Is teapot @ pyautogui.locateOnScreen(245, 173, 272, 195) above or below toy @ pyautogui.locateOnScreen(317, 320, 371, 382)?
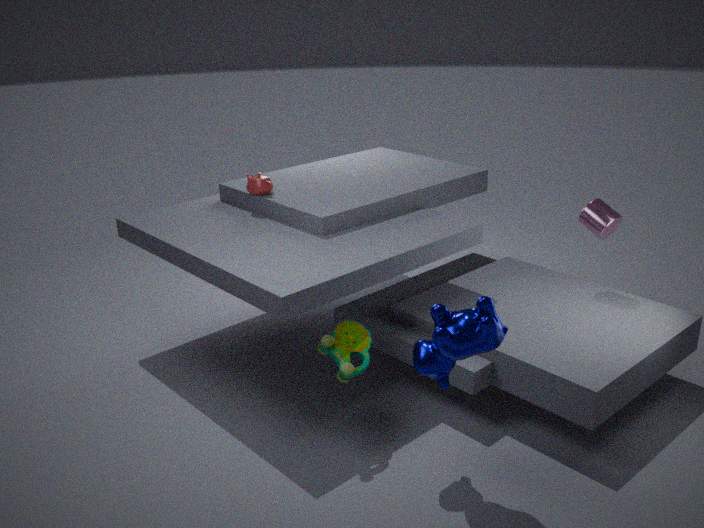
above
